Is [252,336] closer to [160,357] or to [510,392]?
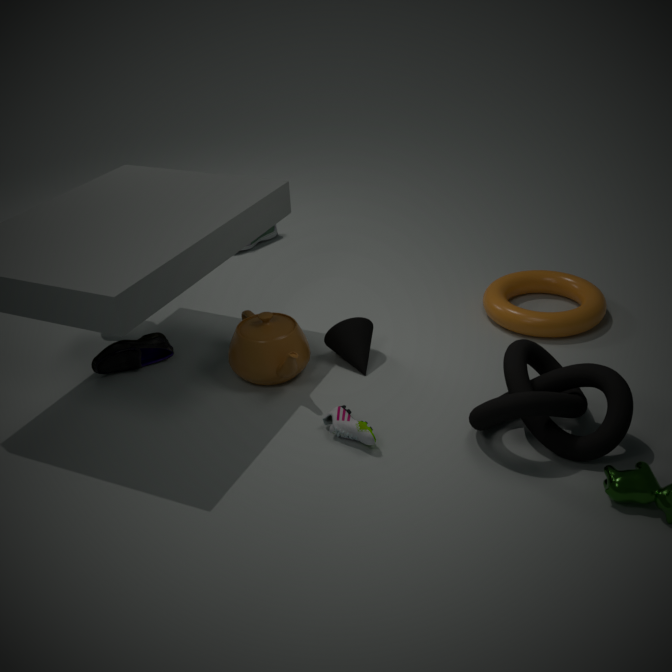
[160,357]
